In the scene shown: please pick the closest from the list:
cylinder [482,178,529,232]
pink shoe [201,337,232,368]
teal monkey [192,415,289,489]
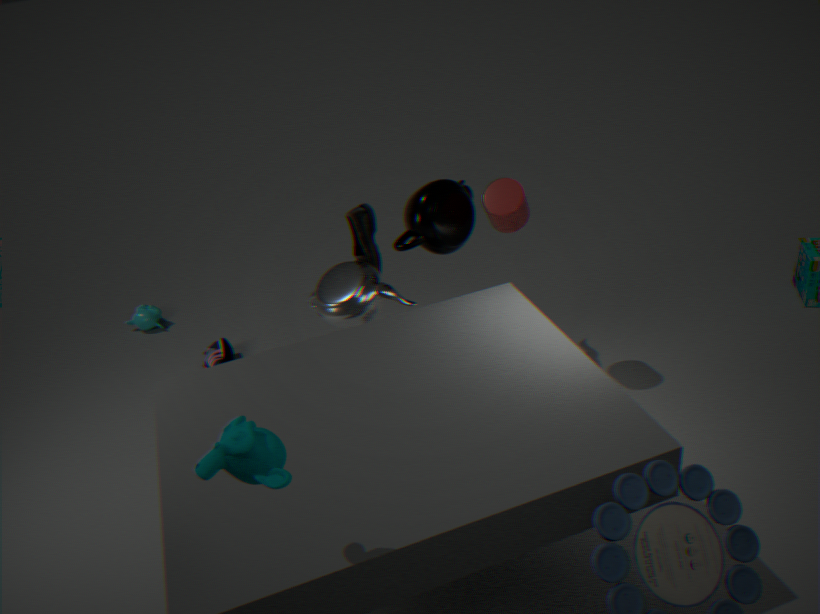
teal monkey [192,415,289,489]
